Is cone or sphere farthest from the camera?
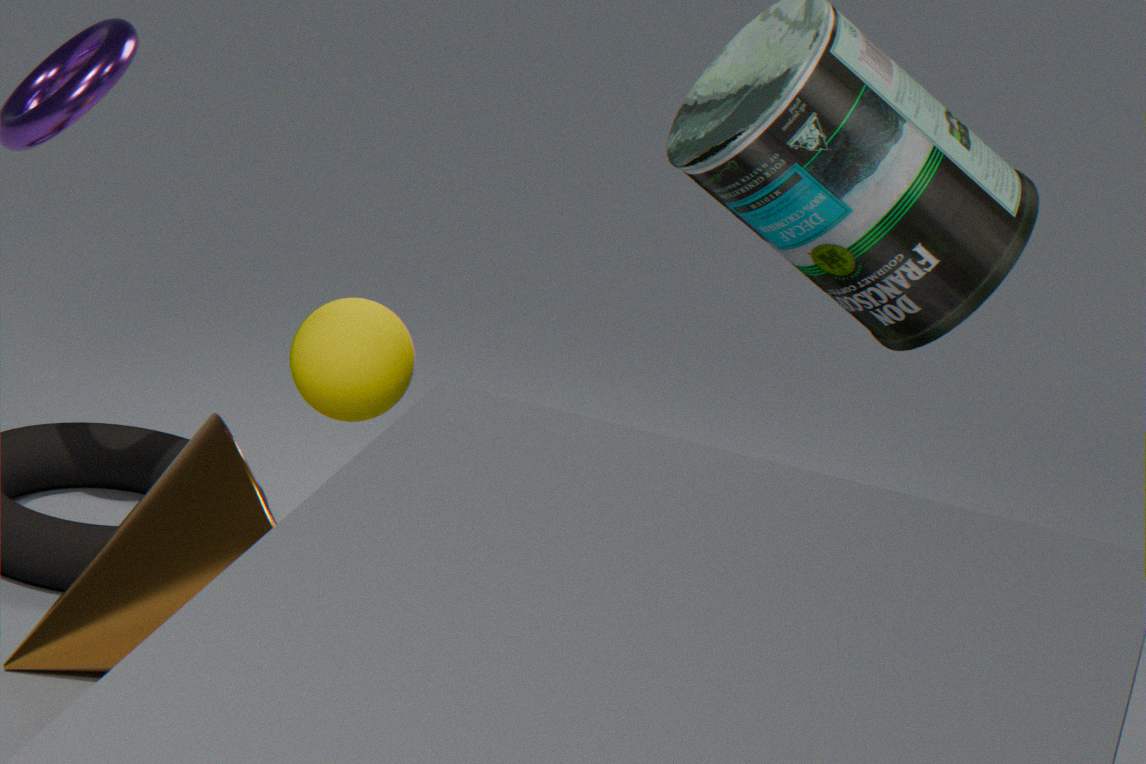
cone
